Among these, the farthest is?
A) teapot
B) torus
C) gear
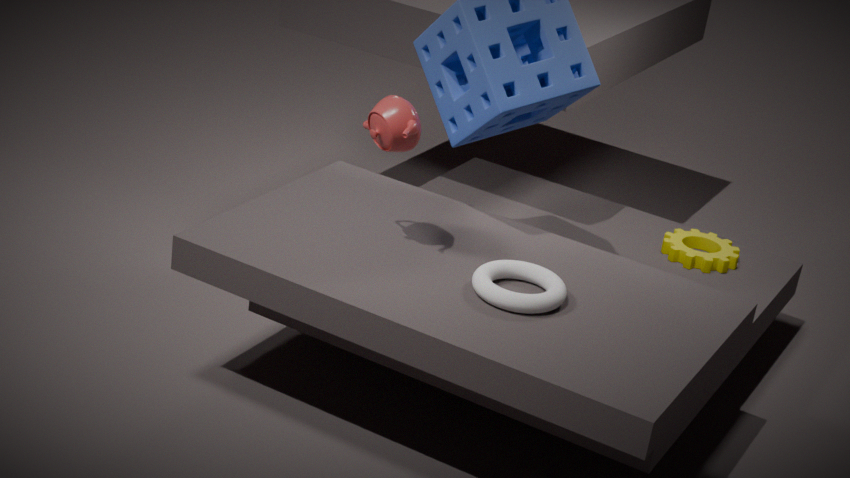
gear
